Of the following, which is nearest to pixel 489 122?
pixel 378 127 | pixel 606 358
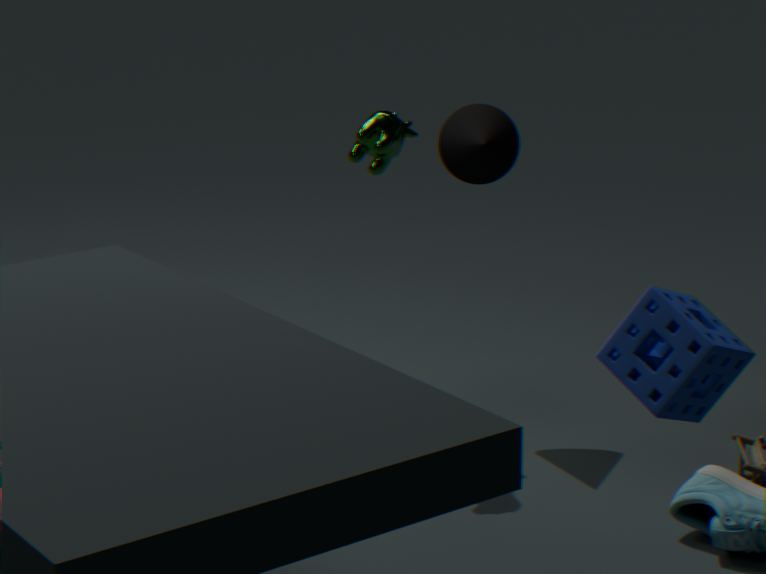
pixel 378 127
